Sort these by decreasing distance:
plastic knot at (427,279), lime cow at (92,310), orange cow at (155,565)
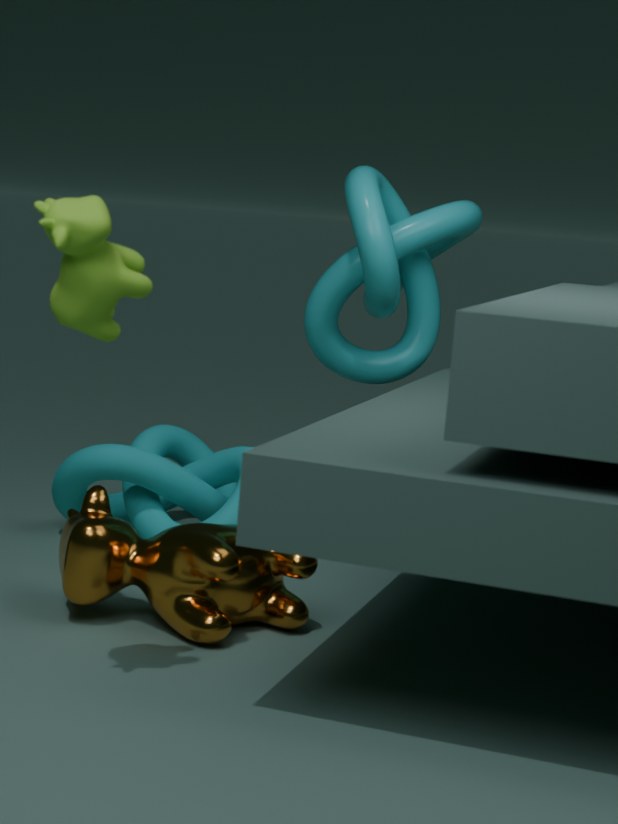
1. plastic knot at (427,279)
2. orange cow at (155,565)
3. lime cow at (92,310)
